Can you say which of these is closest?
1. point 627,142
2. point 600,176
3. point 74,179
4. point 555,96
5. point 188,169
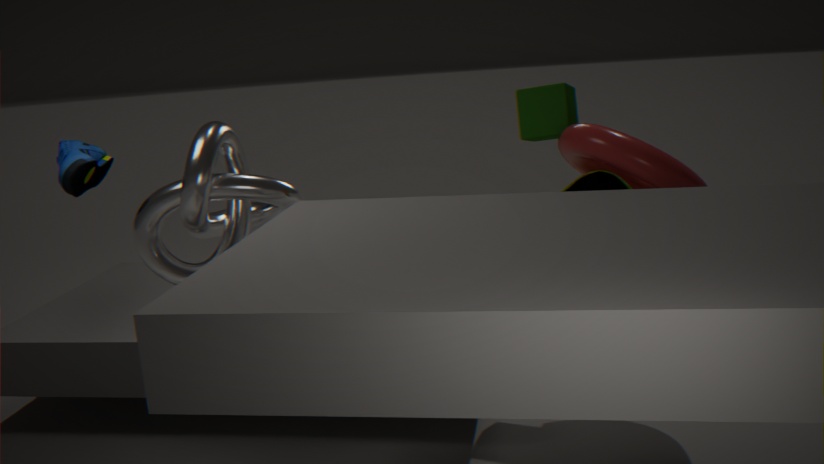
point 188,169
